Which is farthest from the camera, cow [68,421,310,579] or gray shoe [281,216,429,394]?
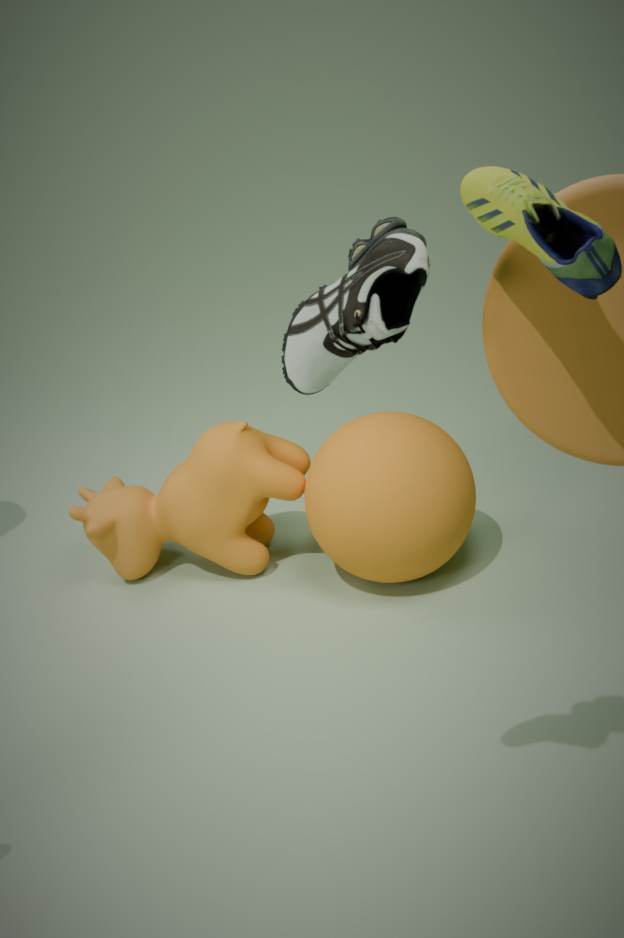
cow [68,421,310,579]
